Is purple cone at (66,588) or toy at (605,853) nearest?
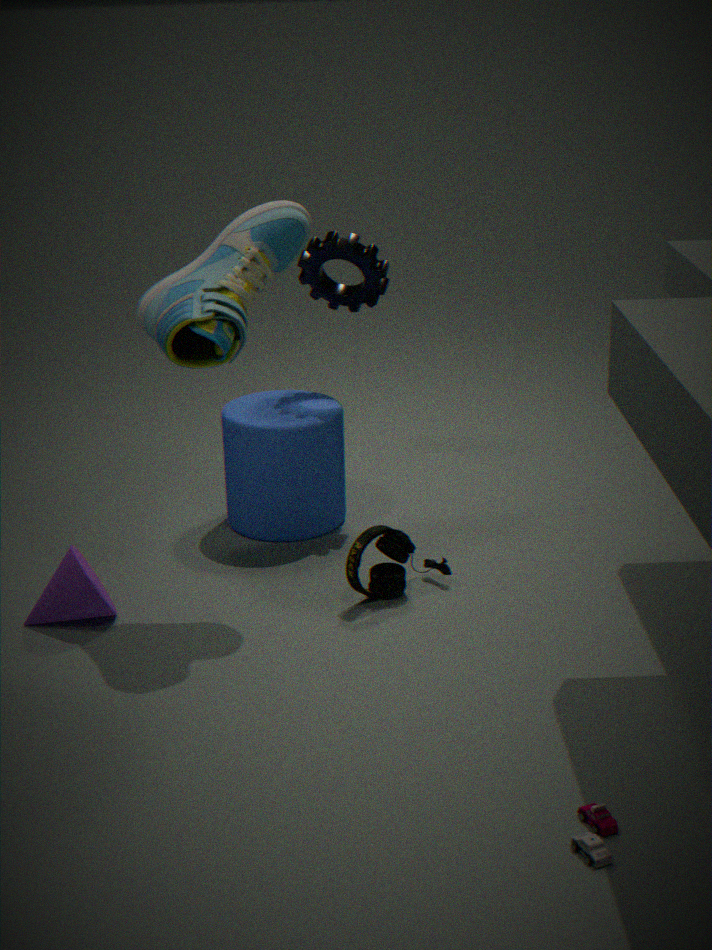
toy at (605,853)
